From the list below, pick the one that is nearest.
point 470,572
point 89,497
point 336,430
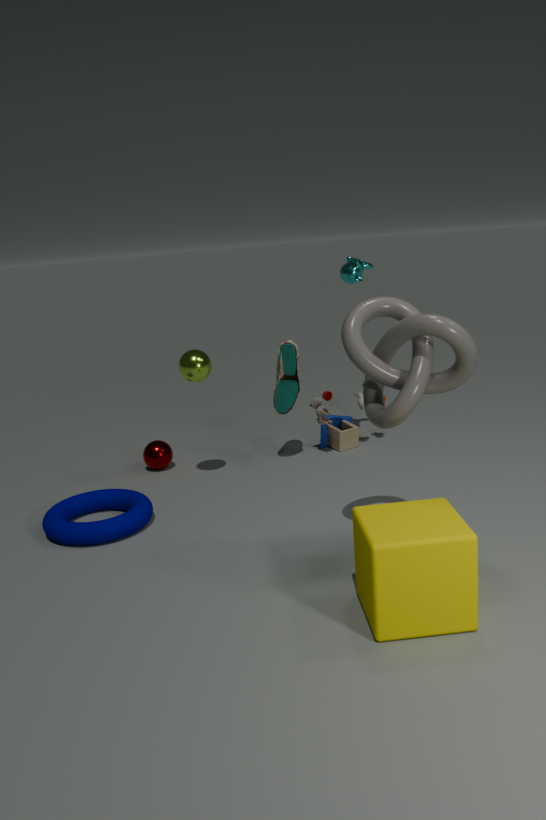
point 470,572
